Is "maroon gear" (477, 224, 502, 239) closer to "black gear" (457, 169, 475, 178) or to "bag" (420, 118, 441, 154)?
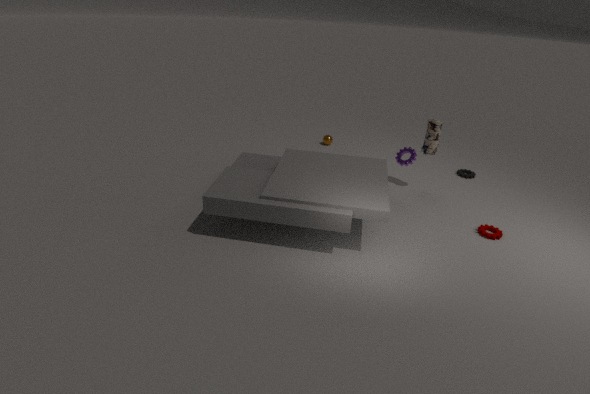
"bag" (420, 118, 441, 154)
